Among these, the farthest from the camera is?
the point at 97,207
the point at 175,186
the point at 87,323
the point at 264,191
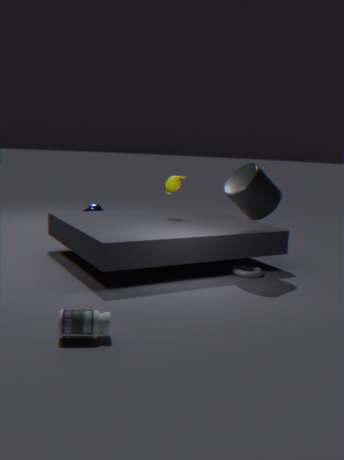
the point at 97,207
